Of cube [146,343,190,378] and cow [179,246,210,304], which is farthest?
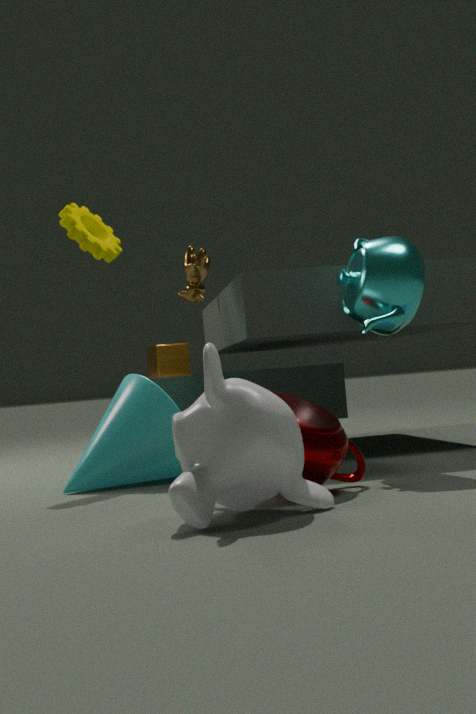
cube [146,343,190,378]
